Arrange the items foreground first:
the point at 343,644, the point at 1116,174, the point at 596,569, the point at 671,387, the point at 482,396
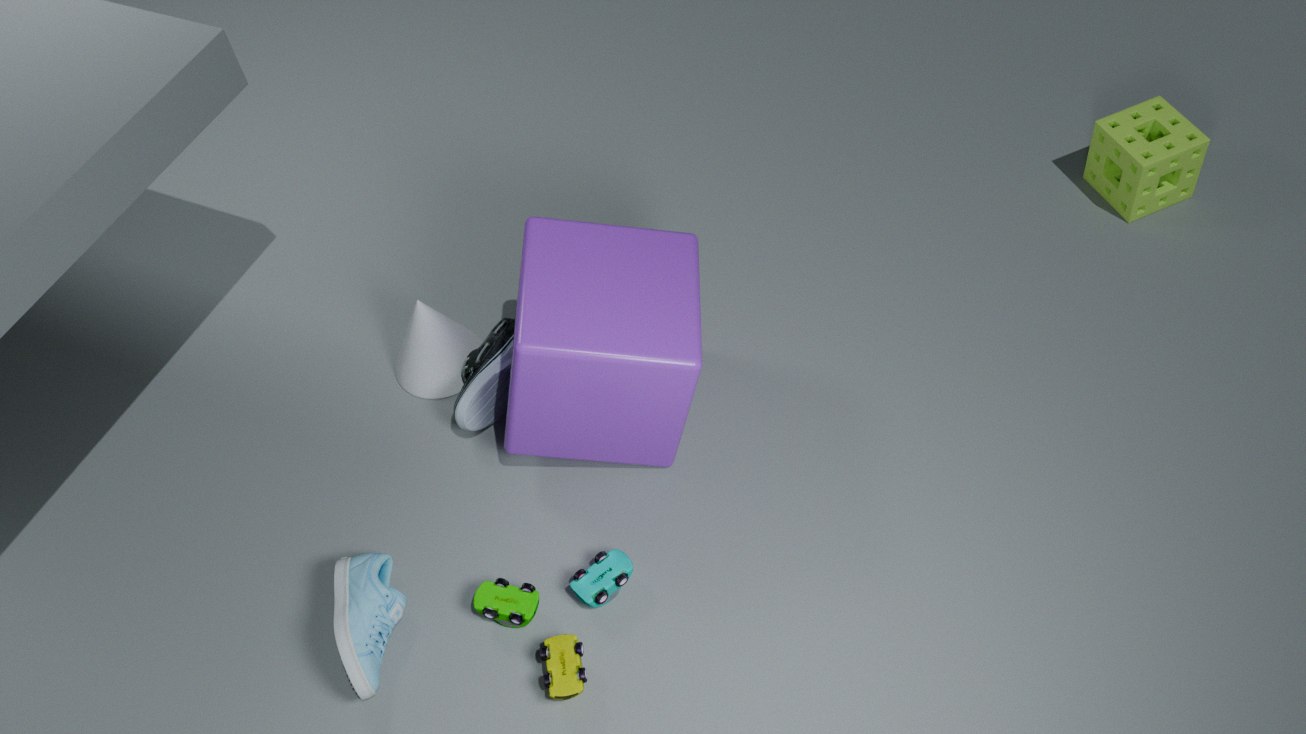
the point at 343,644
the point at 671,387
the point at 596,569
the point at 482,396
the point at 1116,174
